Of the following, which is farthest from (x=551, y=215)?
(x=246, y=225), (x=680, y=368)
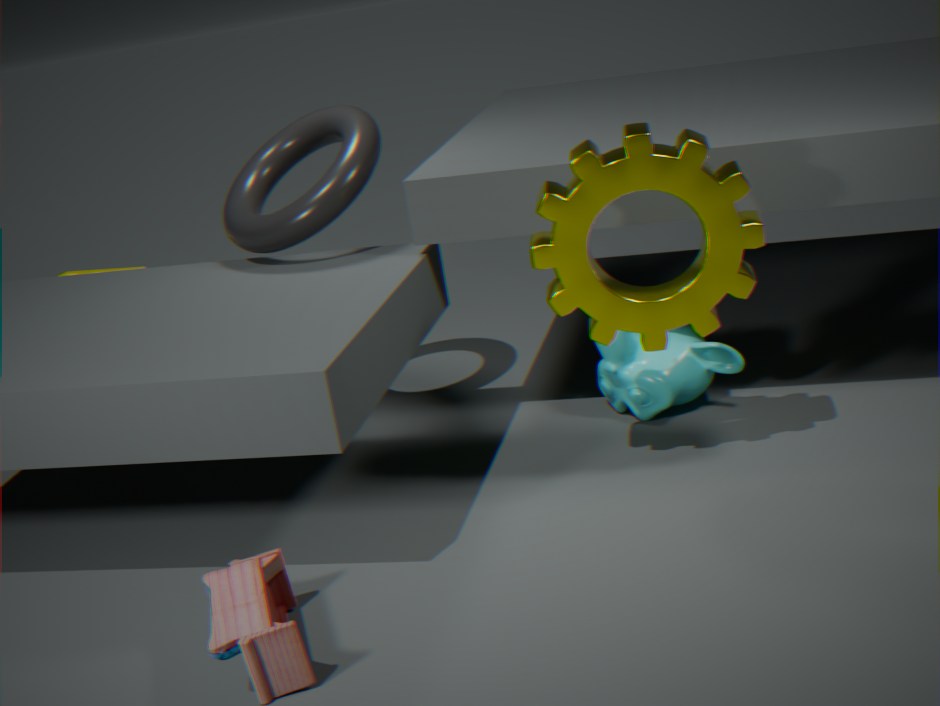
(x=246, y=225)
